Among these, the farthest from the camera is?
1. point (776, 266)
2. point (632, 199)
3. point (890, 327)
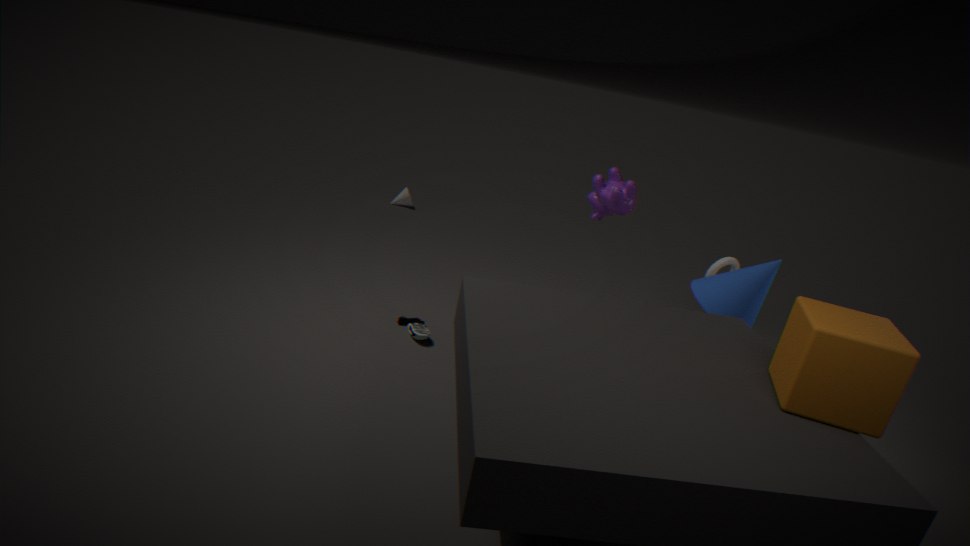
point (632, 199)
